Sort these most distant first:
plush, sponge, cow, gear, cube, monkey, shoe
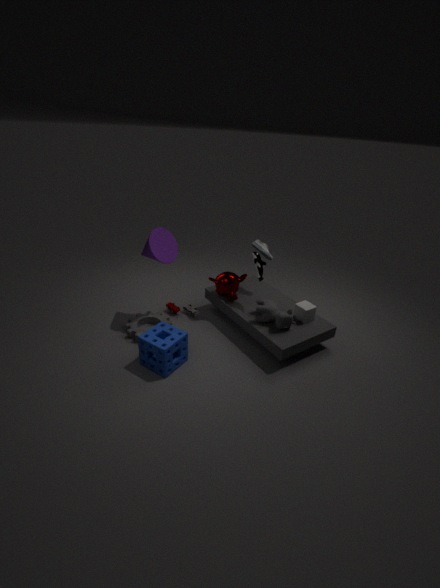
1. shoe
2. monkey
3. plush
4. gear
5. cube
6. cow
7. sponge
